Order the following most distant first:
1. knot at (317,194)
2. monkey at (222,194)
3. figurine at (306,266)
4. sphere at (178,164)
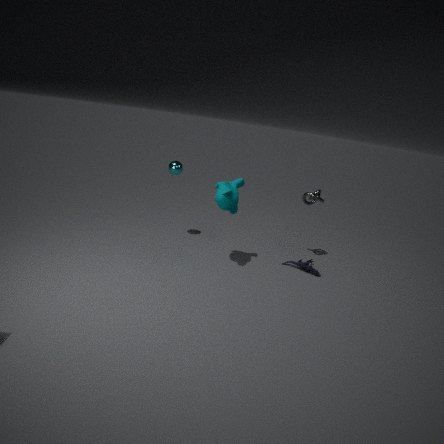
sphere at (178,164) < knot at (317,194) < figurine at (306,266) < monkey at (222,194)
